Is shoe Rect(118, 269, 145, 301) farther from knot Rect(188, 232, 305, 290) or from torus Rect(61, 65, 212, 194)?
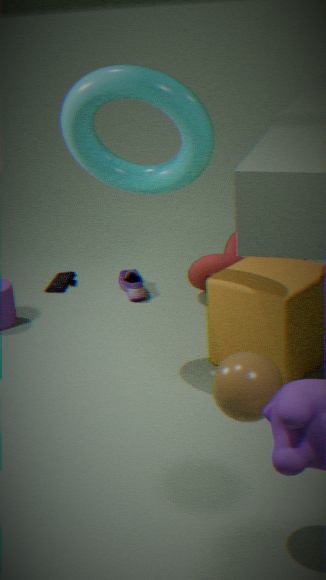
torus Rect(61, 65, 212, 194)
